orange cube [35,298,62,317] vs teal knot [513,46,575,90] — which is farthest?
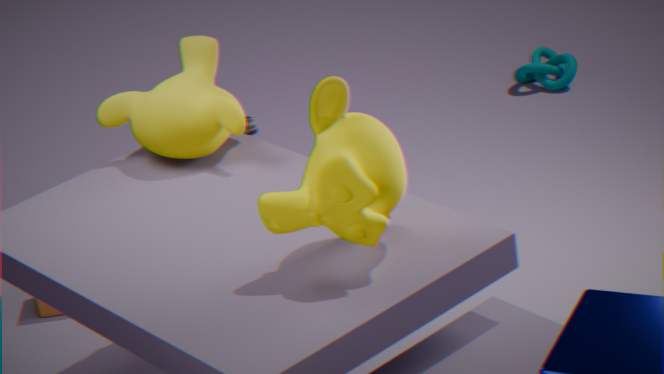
teal knot [513,46,575,90]
